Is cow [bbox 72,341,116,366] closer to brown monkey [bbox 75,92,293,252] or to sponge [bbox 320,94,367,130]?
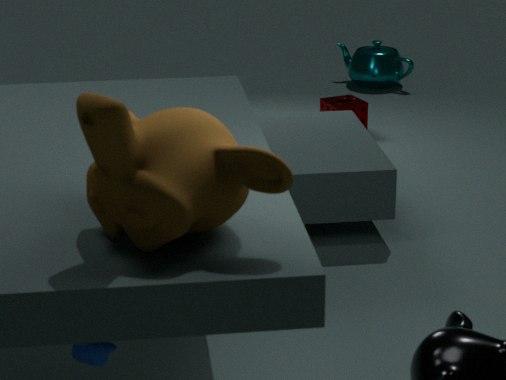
brown monkey [bbox 75,92,293,252]
